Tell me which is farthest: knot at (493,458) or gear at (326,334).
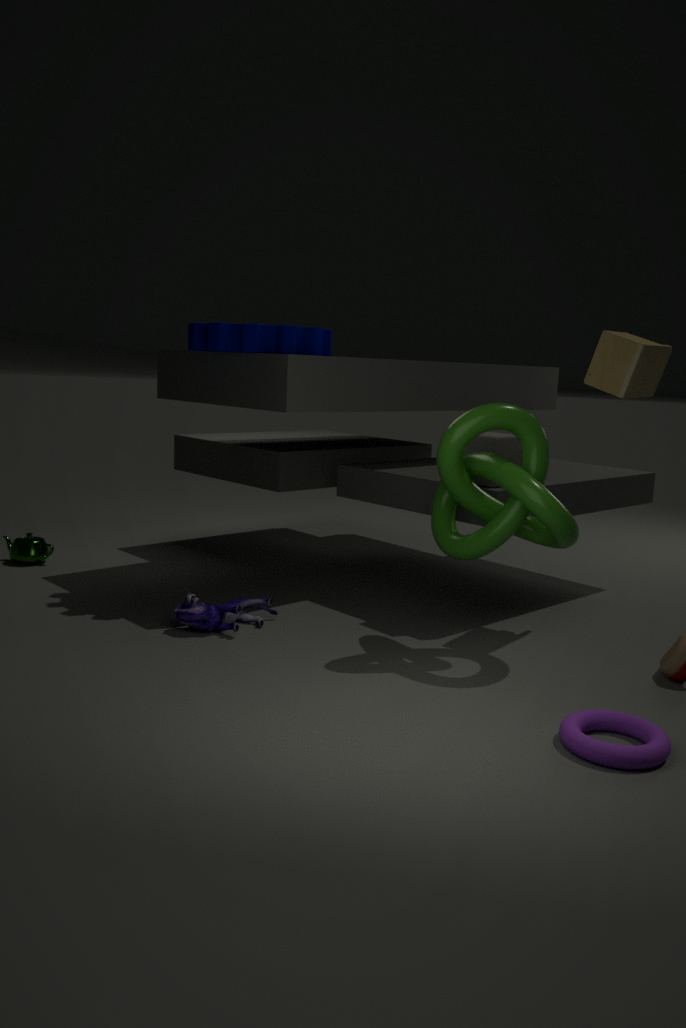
gear at (326,334)
